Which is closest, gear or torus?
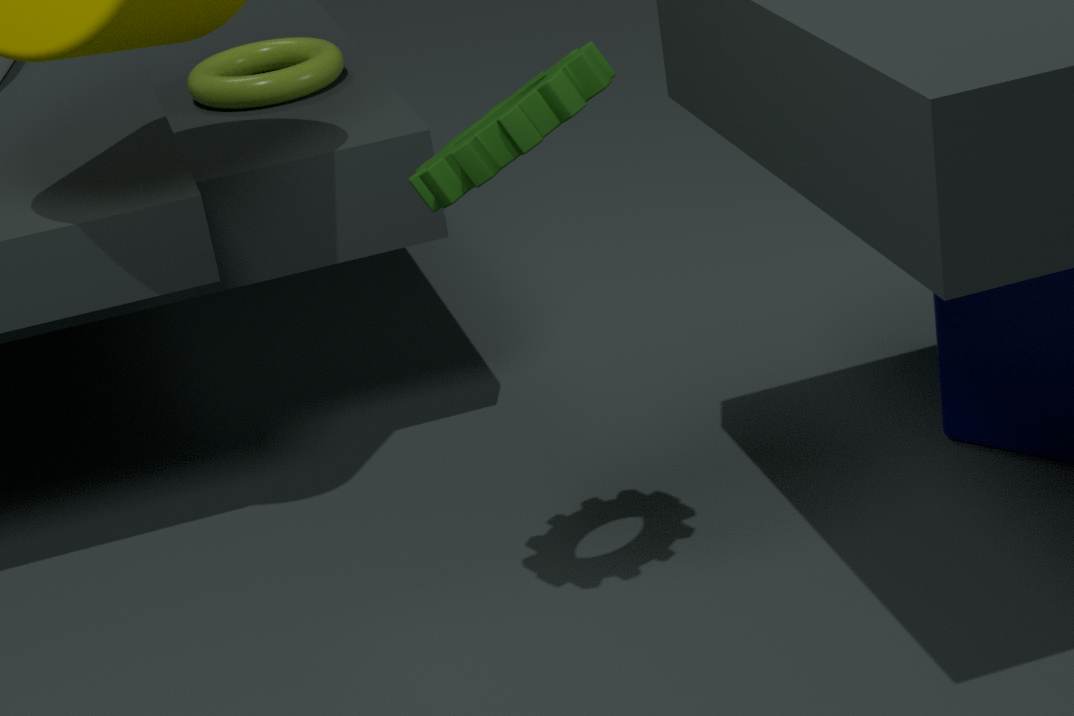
gear
